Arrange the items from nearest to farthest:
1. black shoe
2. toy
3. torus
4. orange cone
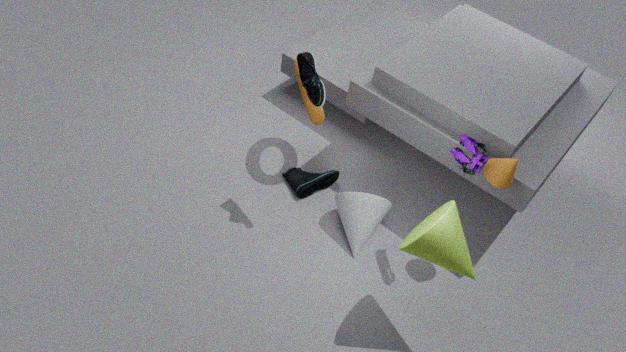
toy → orange cone → black shoe → torus
